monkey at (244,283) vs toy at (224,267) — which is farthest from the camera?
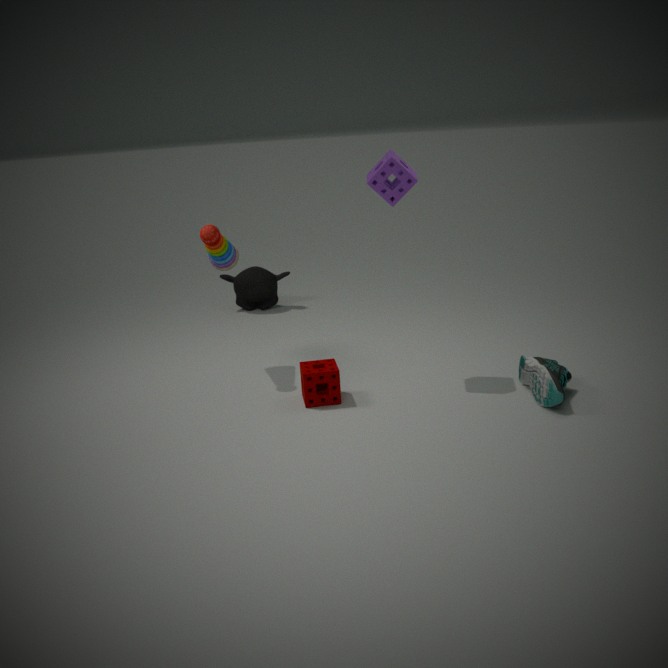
monkey at (244,283)
